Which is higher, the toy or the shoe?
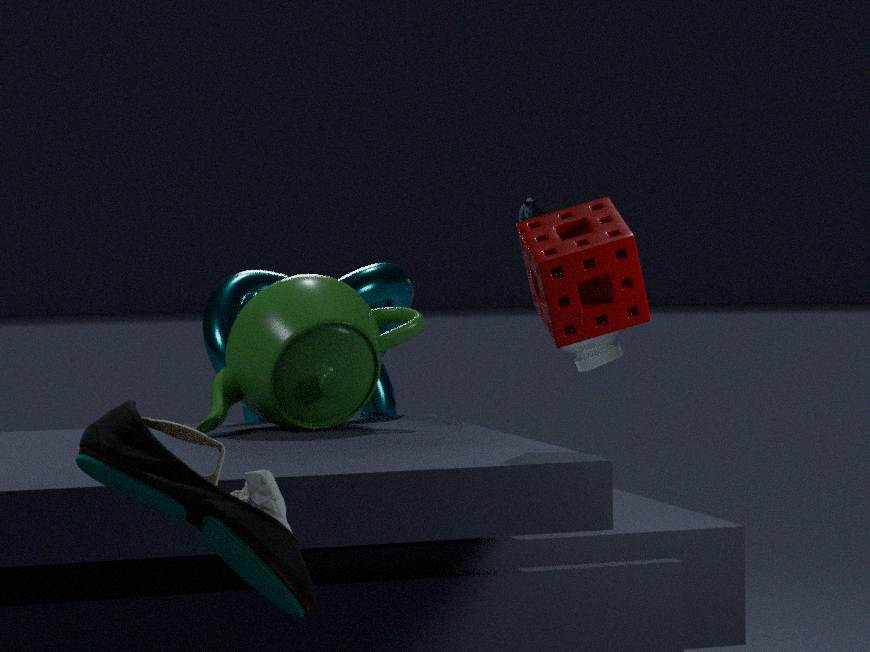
the toy
